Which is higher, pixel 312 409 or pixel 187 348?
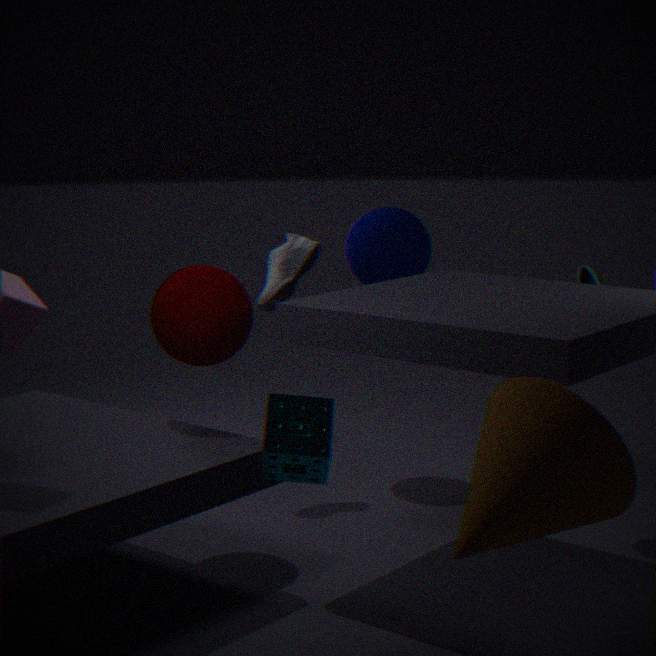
pixel 187 348
